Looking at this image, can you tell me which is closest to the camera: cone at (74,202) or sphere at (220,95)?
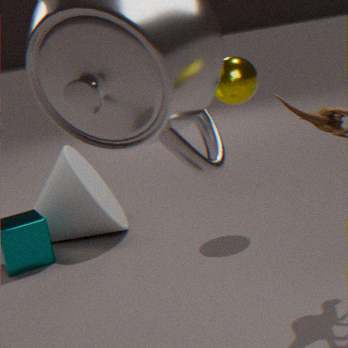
sphere at (220,95)
